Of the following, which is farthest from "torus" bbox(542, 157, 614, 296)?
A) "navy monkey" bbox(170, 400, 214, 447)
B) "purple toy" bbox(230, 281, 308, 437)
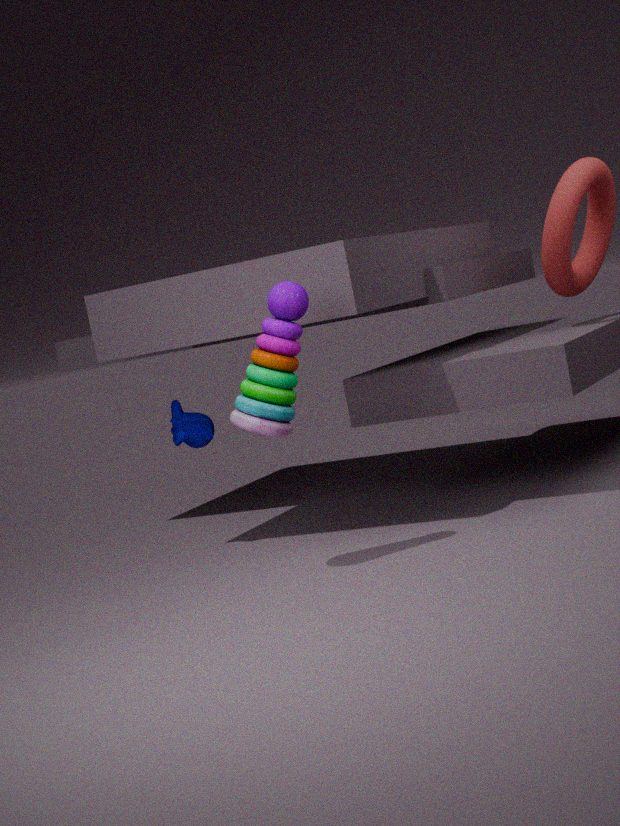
"navy monkey" bbox(170, 400, 214, 447)
